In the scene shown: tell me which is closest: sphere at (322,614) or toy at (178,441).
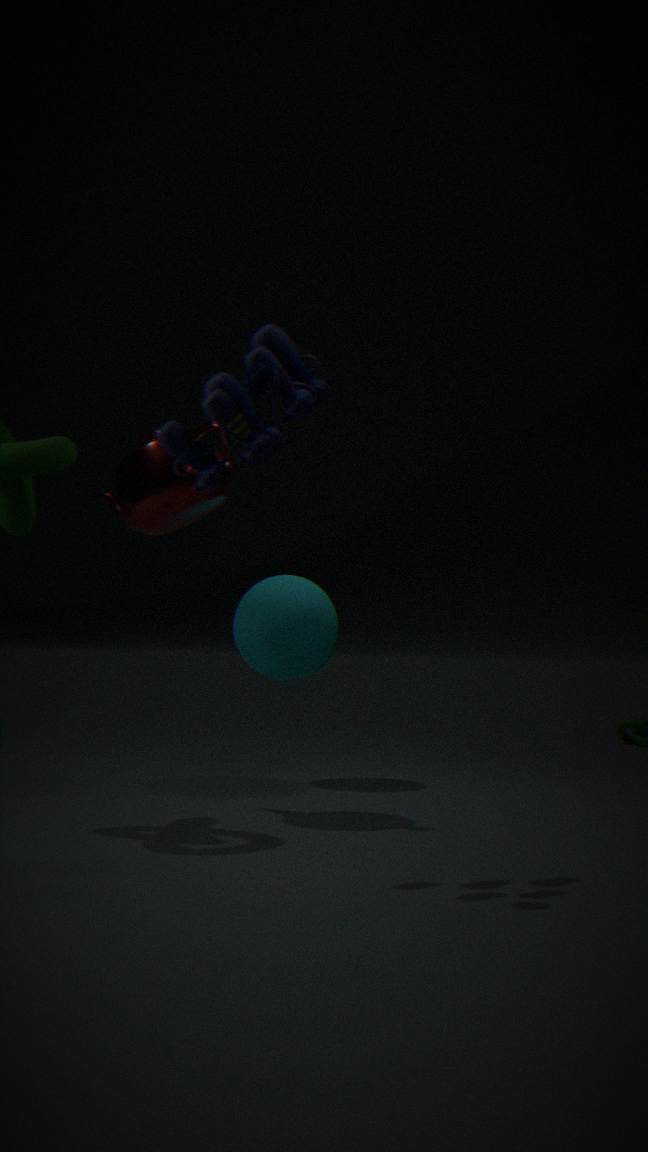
toy at (178,441)
